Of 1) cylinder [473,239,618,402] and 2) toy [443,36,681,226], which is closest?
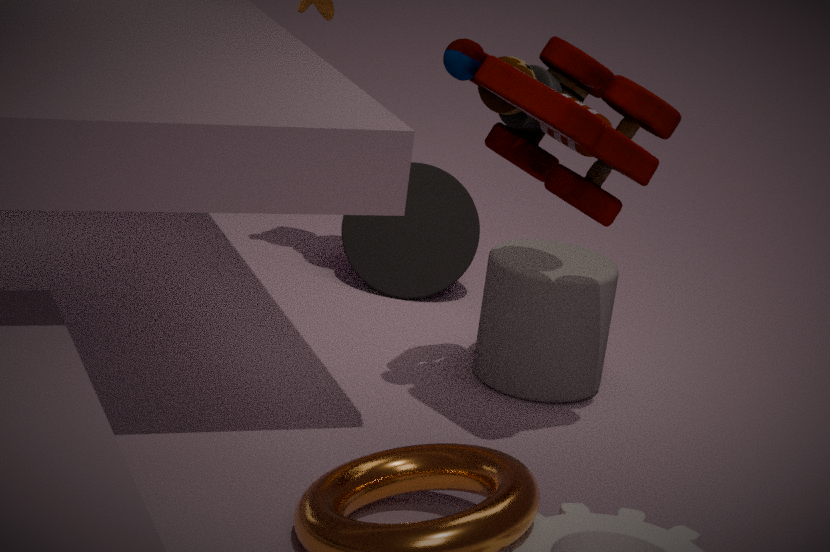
2. toy [443,36,681,226]
